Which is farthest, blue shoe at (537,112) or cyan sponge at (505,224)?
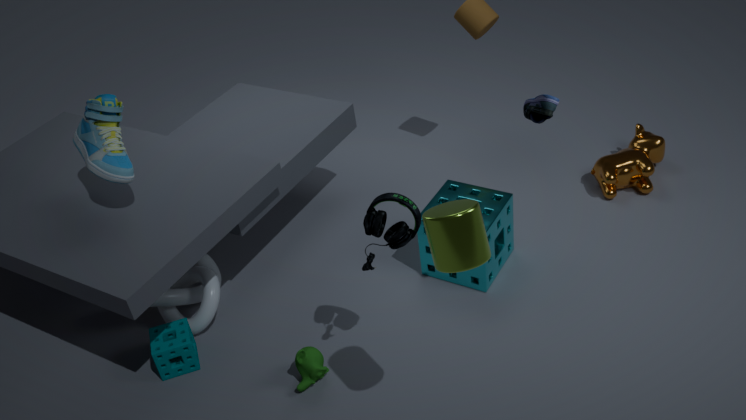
cyan sponge at (505,224)
